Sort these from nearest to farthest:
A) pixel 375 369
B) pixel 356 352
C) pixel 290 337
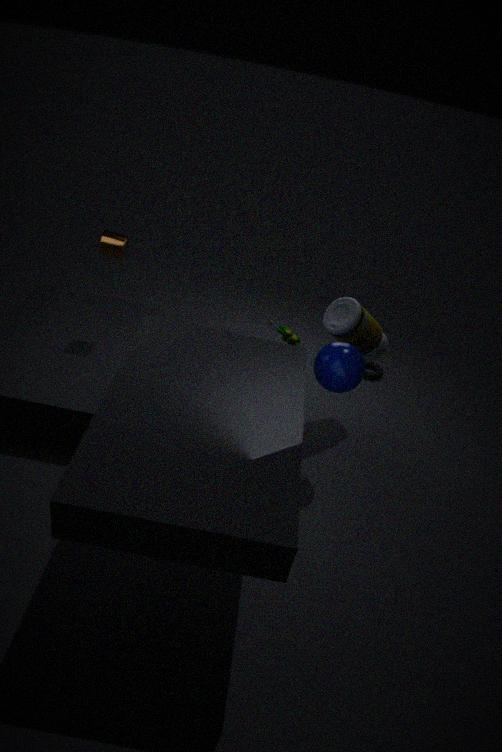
pixel 356 352 → pixel 290 337 → pixel 375 369
